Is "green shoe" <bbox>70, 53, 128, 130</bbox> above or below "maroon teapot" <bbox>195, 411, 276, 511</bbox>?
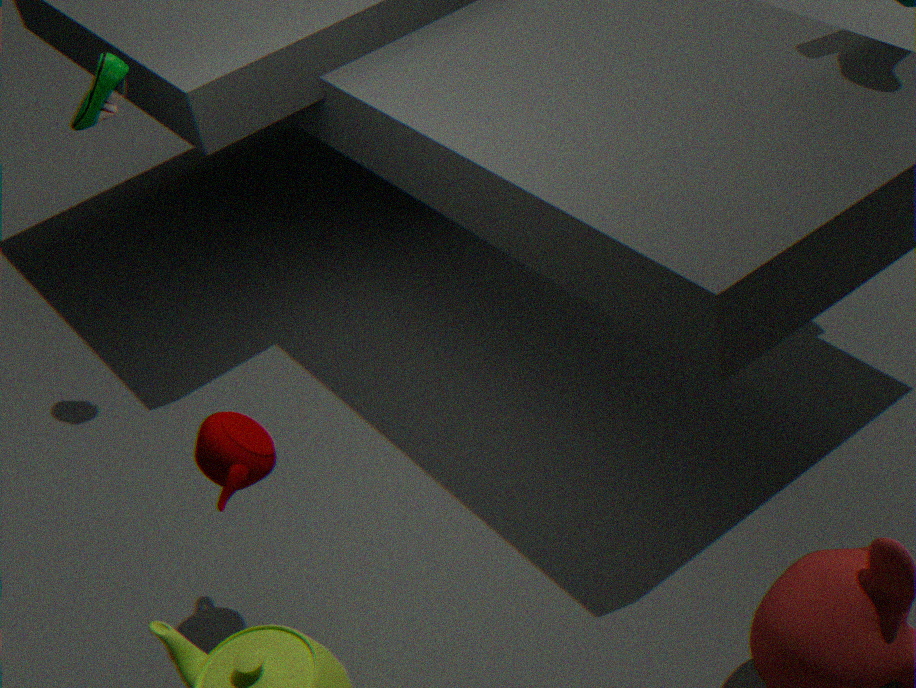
above
